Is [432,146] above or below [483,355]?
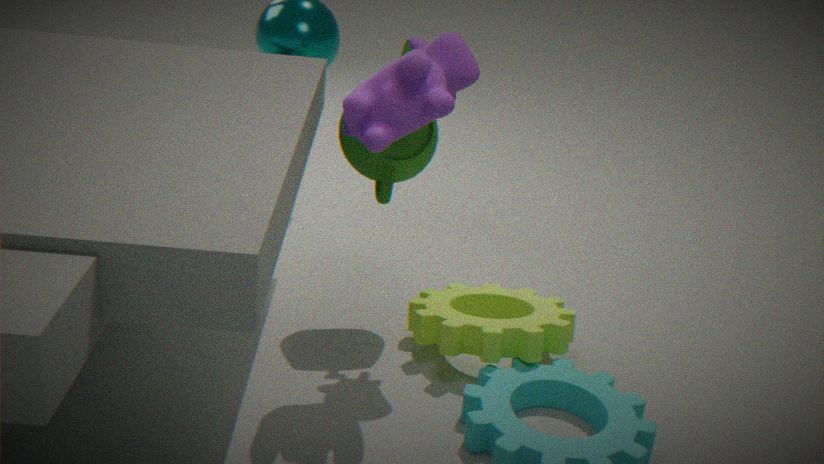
above
